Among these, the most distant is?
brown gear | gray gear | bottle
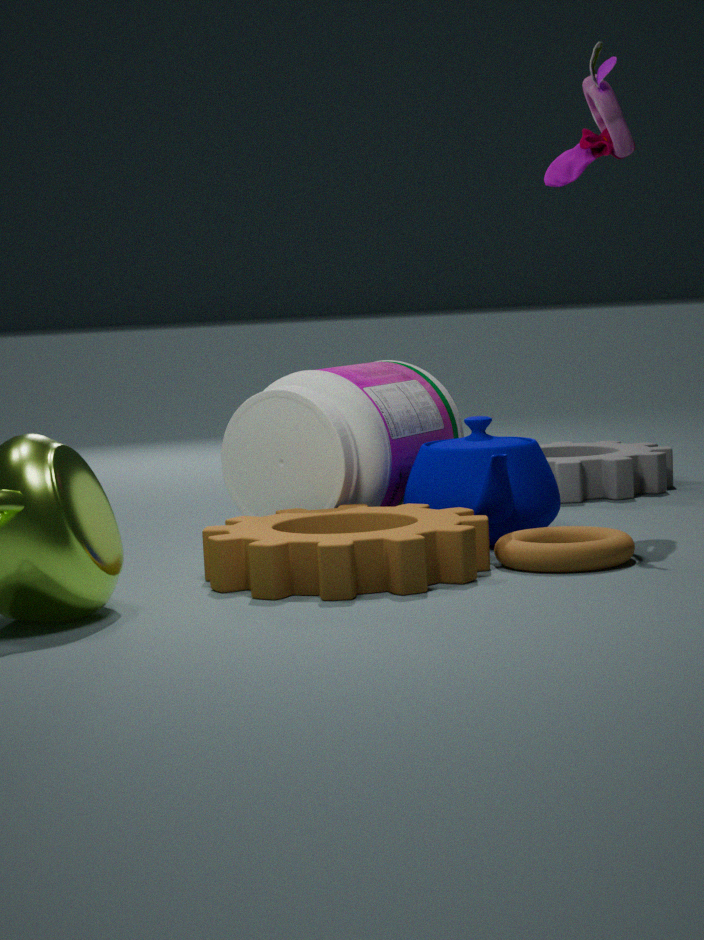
gray gear
